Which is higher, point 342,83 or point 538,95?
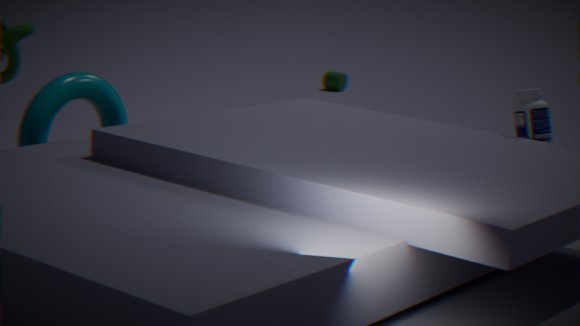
→ point 538,95
